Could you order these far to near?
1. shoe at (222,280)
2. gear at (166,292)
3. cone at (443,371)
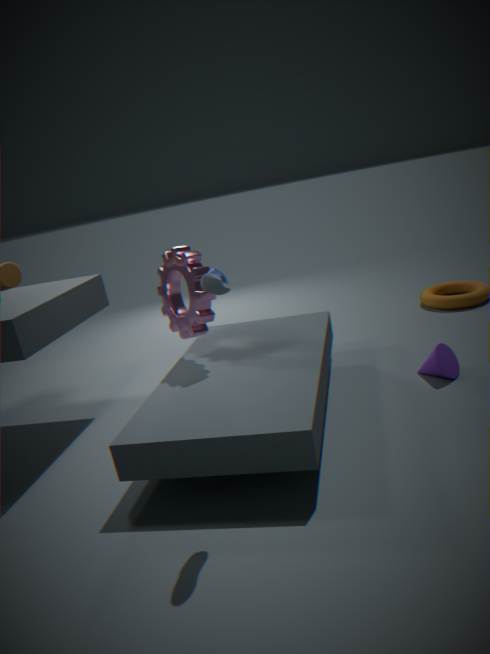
cone at (443,371), gear at (166,292), shoe at (222,280)
